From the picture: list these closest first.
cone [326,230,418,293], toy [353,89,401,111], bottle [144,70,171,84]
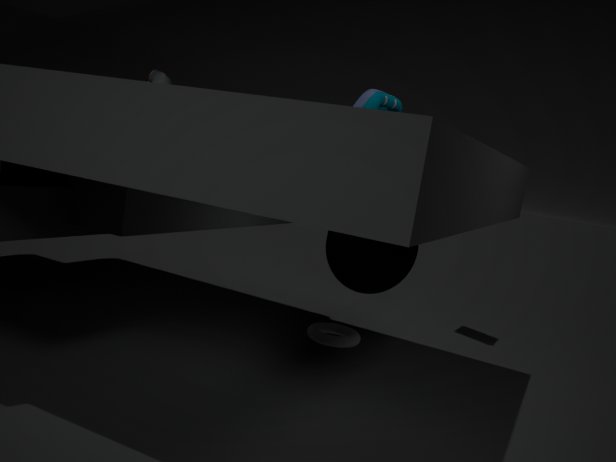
1. toy [353,89,401,111]
2. cone [326,230,418,293]
3. bottle [144,70,171,84]
